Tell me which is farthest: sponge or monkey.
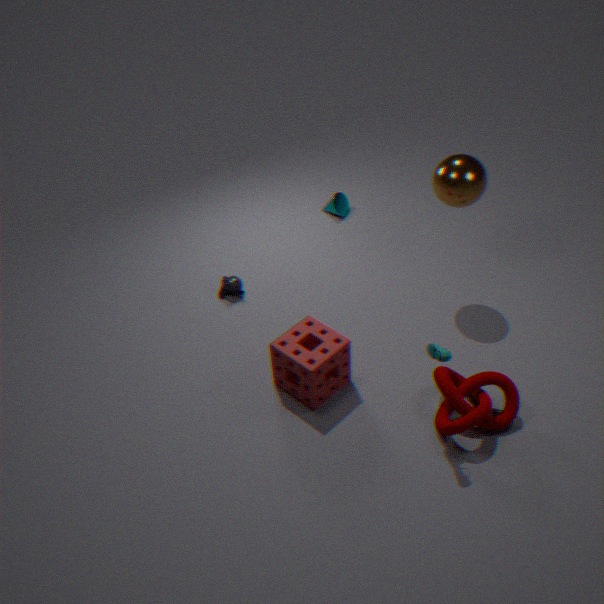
monkey
